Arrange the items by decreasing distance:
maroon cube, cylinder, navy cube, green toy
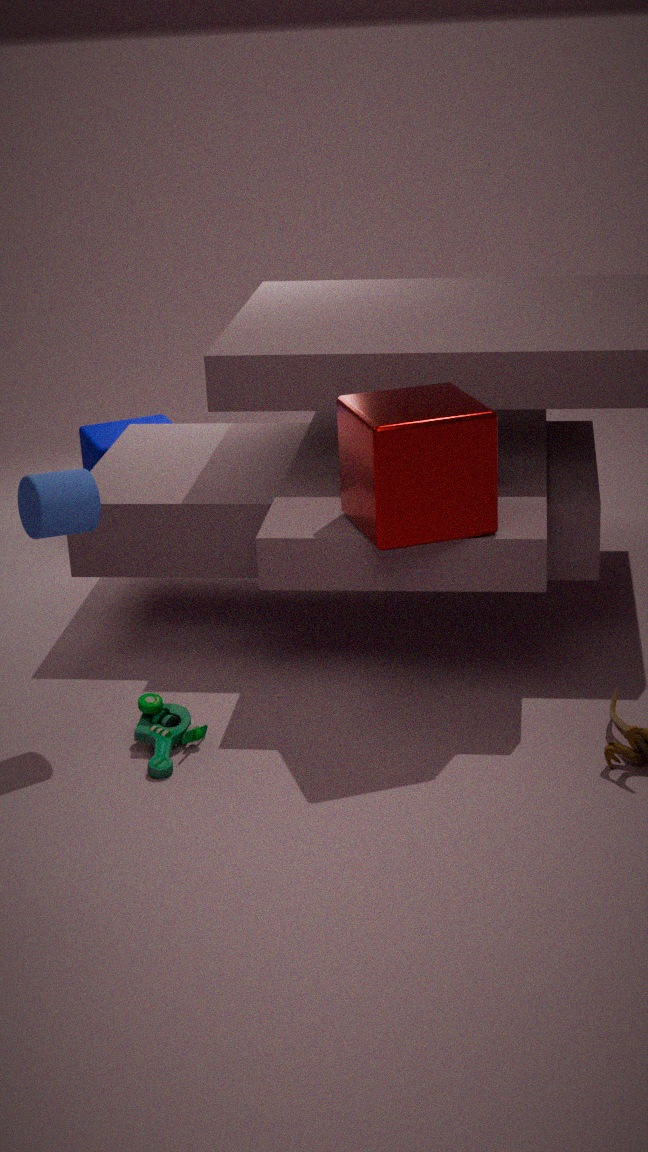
navy cube
green toy
cylinder
maroon cube
